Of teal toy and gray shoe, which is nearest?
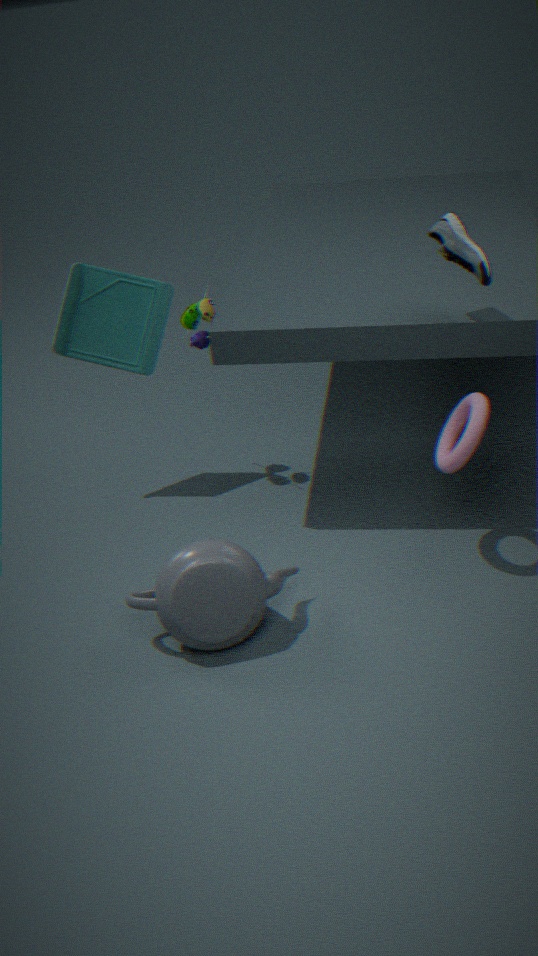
gray shoe
